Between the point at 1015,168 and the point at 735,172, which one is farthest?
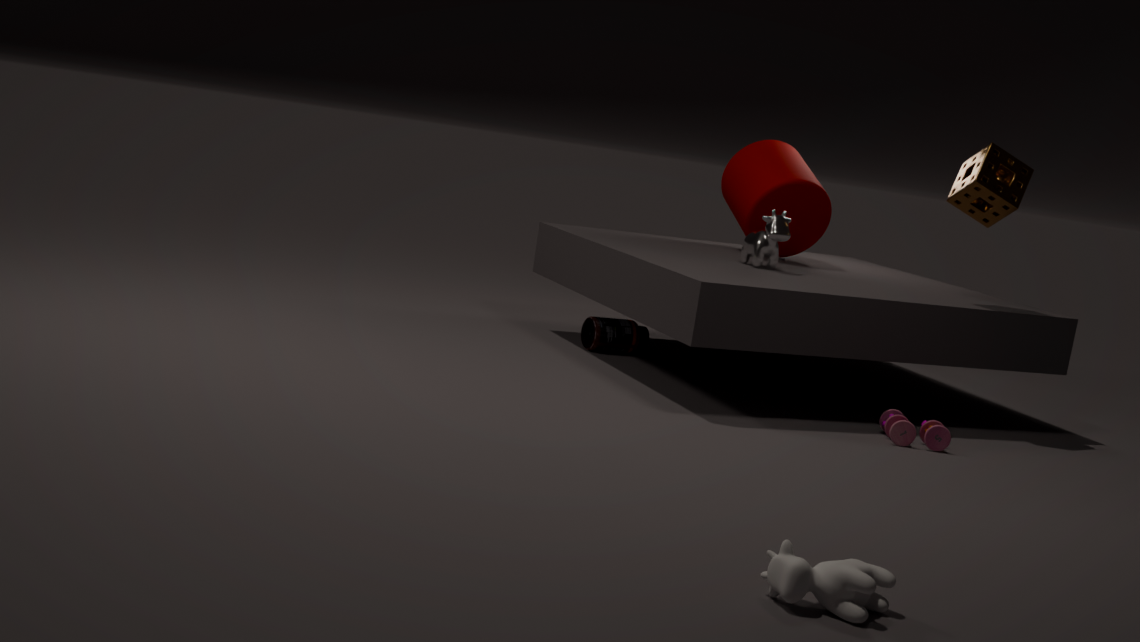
the point at 735,172
